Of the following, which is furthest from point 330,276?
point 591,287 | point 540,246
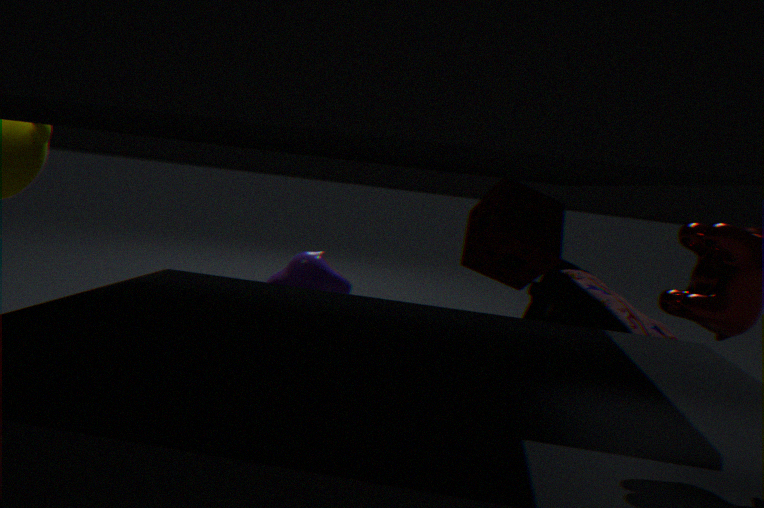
point 540,246
